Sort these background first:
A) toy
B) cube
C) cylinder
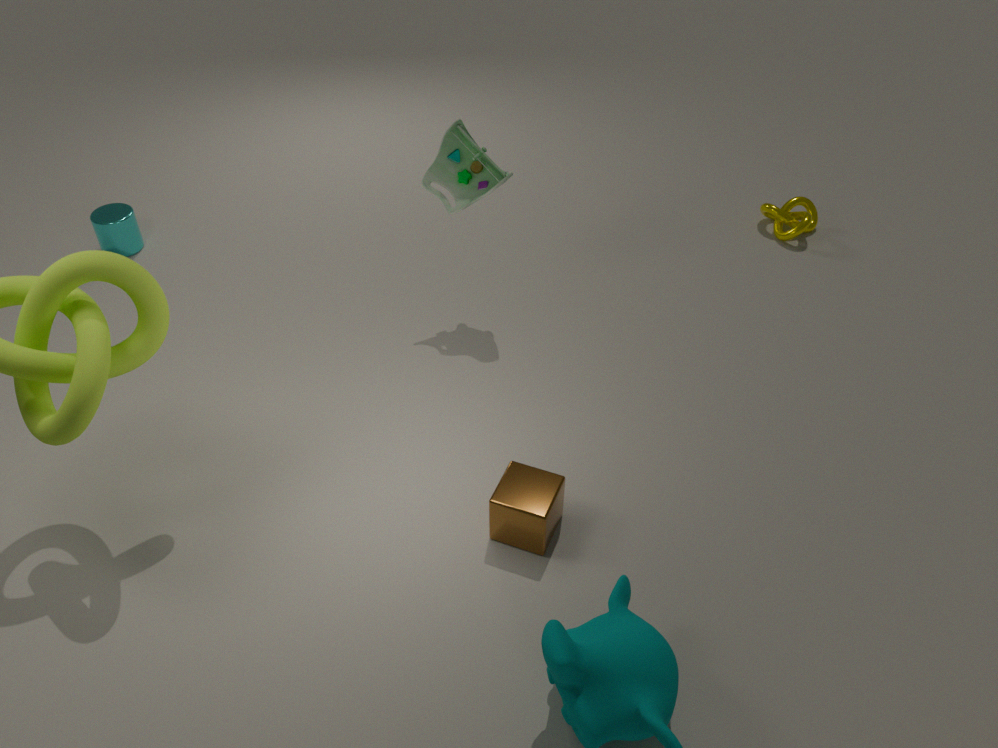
cylinder < toy < cube
